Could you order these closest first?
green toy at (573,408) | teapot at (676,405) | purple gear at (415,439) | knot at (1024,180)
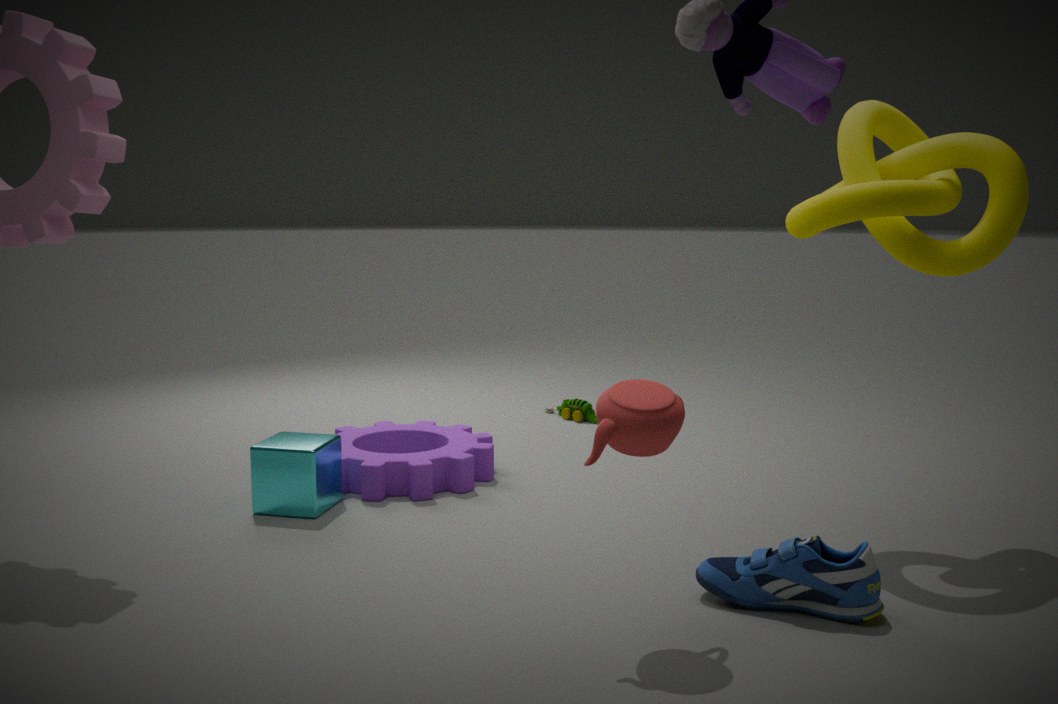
teapot at (676,405) → knot at (1024,180) → purple gear at (415,439) → green toy at (573,408)
